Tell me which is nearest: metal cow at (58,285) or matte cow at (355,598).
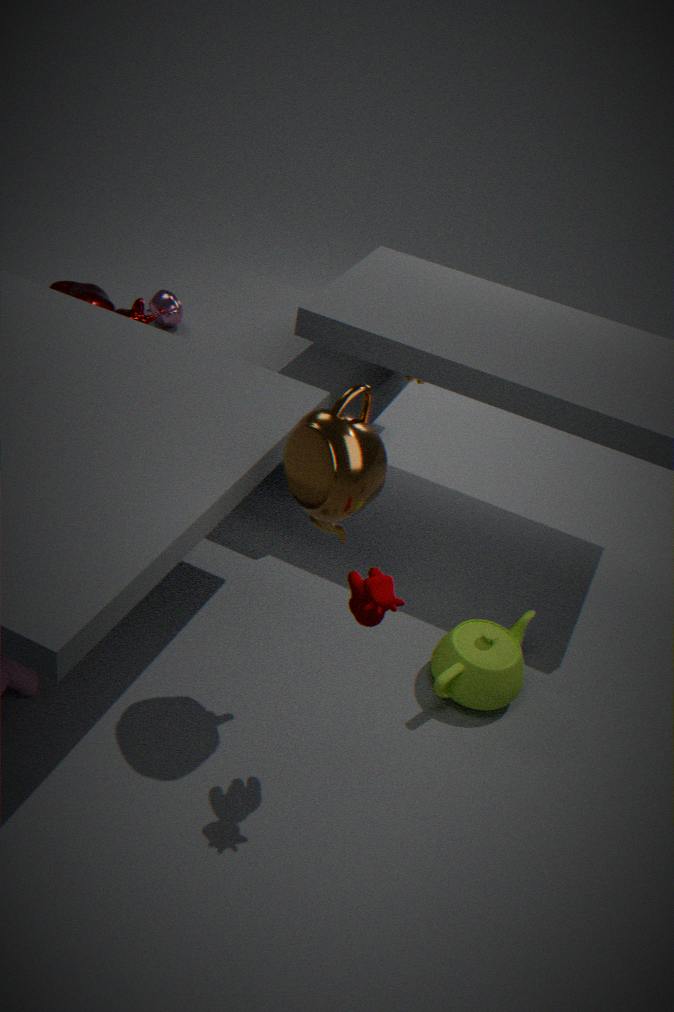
matte cow at (355,598)
